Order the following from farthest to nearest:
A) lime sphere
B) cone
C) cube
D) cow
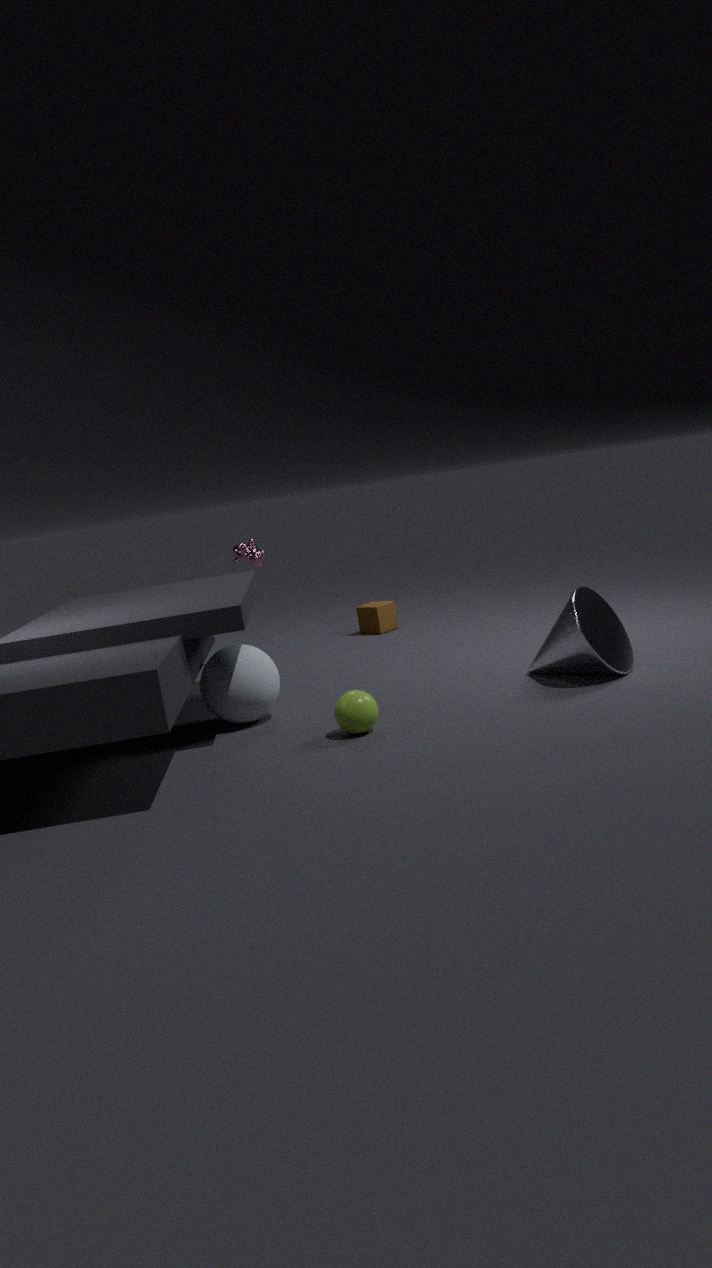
cube < cow < cone < lime sphere
